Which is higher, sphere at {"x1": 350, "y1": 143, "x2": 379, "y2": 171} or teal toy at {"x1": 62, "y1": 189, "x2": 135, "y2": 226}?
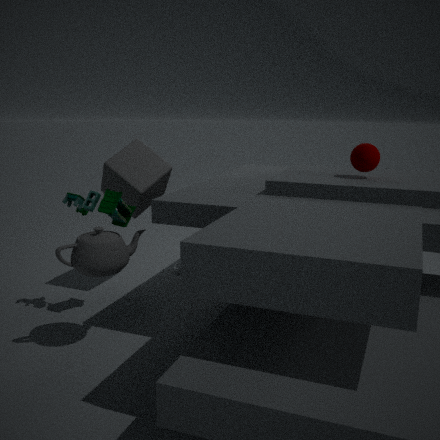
sphere at {"x1": 350, "y1": 143, "x2": 379, "y2": 171}
